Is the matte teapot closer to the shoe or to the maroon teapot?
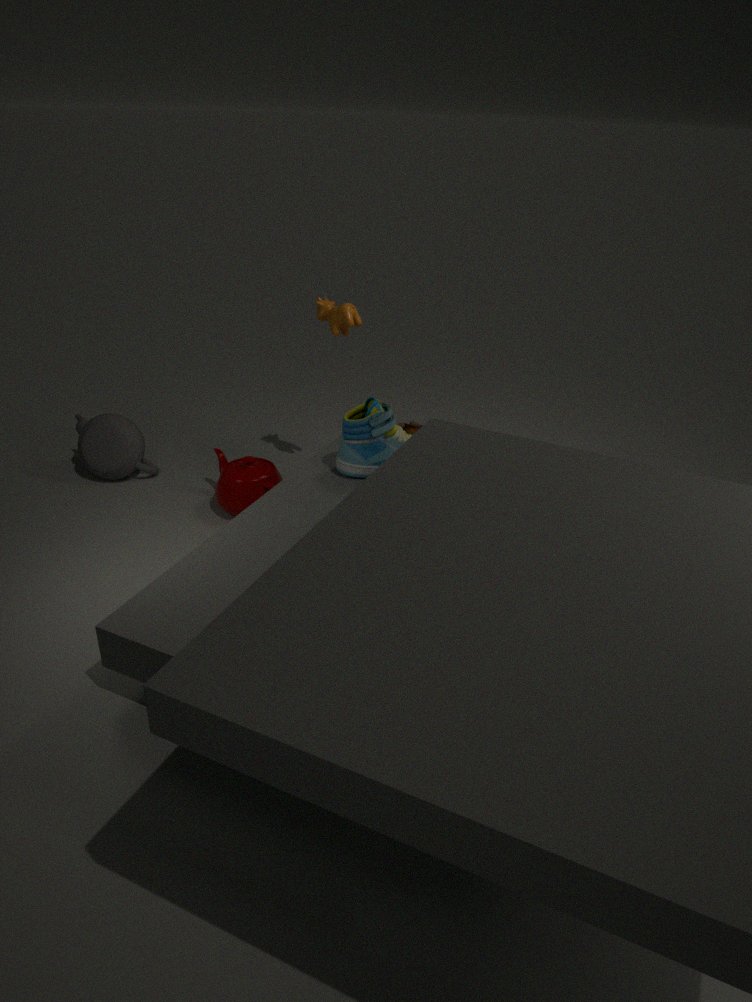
the maroon teapot
